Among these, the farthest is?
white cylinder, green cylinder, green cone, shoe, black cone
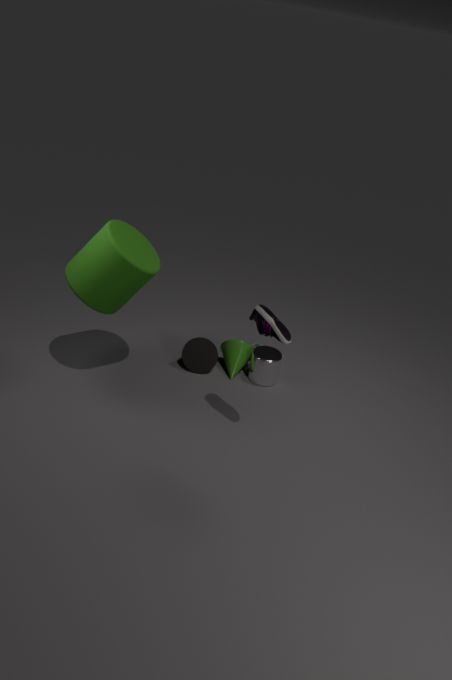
green cone
